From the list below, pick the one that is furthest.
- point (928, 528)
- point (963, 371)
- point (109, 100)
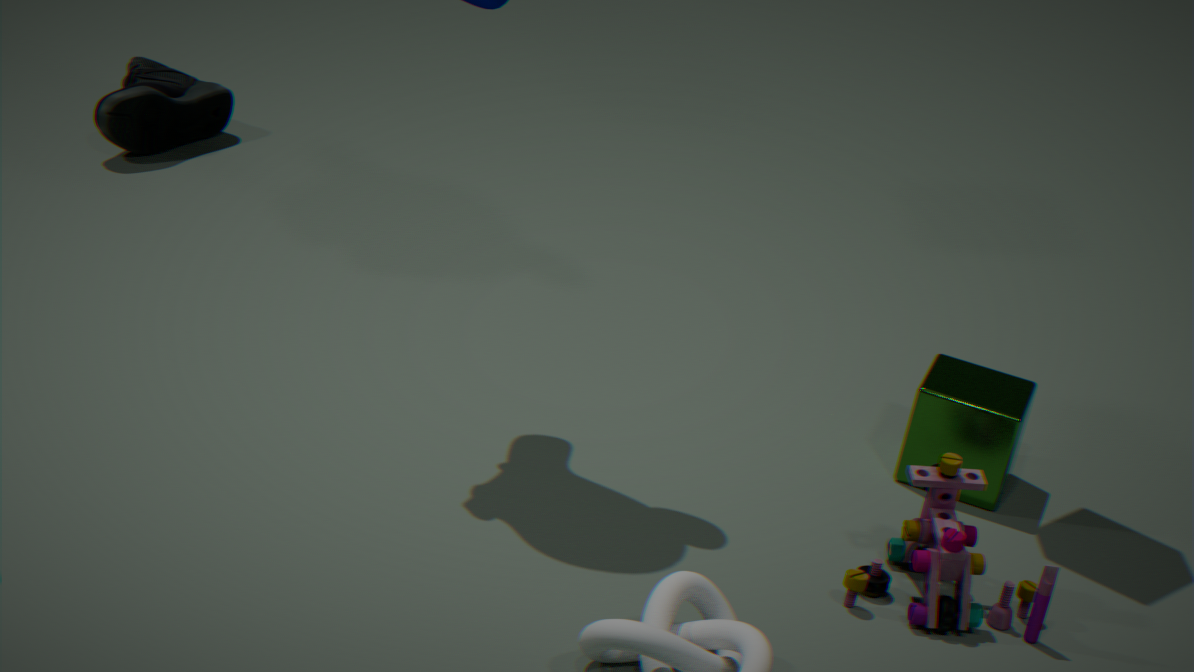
point (109, 100)
